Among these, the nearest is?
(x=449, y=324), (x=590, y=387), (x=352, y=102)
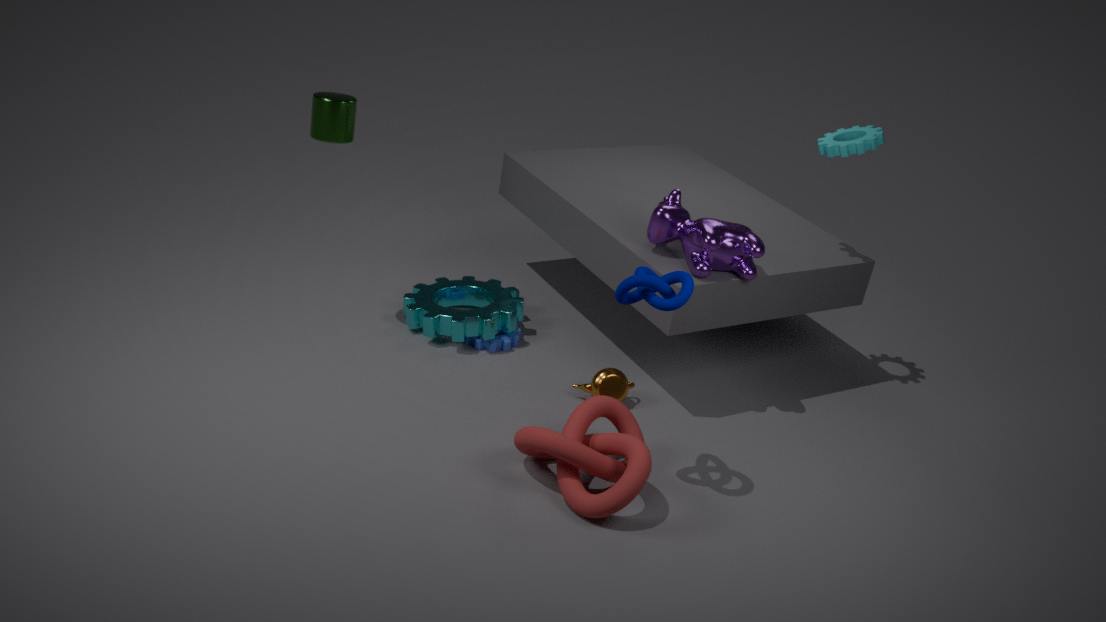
(x=352, y=102)
